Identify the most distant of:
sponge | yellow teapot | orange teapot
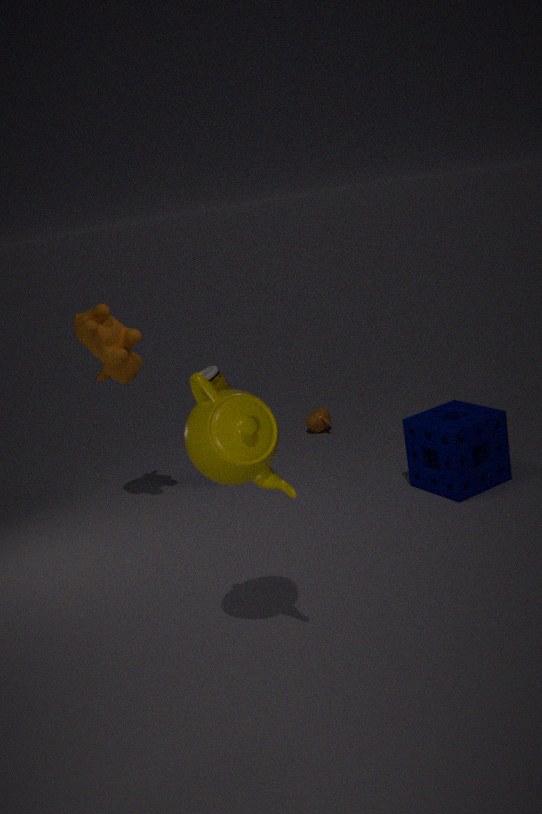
orange teapot
